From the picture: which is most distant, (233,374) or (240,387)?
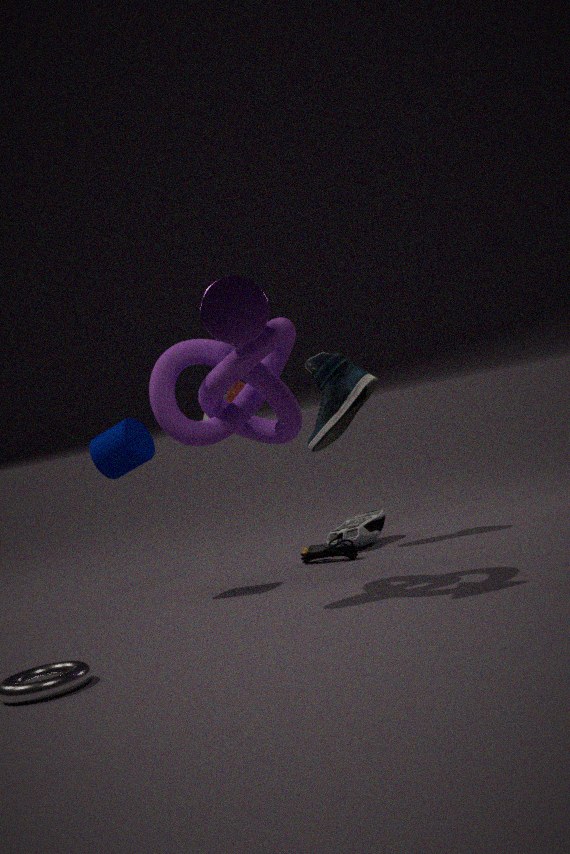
(240,387)
